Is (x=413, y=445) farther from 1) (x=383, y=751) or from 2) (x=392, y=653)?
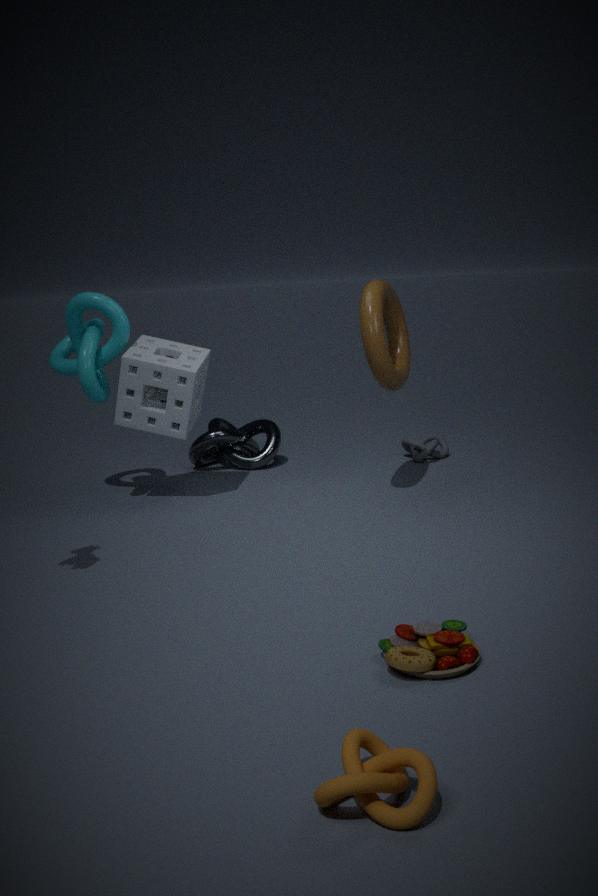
1) (x=383, y=751)
